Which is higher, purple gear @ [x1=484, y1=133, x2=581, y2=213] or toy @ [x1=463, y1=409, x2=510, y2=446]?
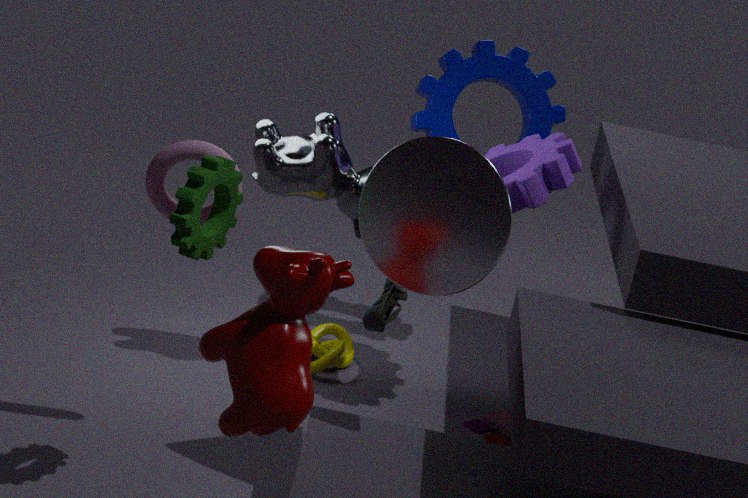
purple gear @ [x1=484, y1=133, x2=581, y2=213]
